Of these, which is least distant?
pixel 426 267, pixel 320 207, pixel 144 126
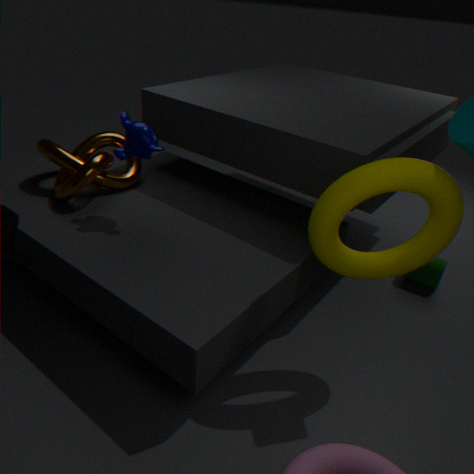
pixel 320 207
